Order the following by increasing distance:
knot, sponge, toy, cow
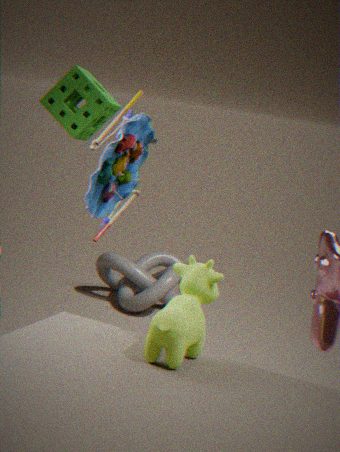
cow < toy < sponge < knot
